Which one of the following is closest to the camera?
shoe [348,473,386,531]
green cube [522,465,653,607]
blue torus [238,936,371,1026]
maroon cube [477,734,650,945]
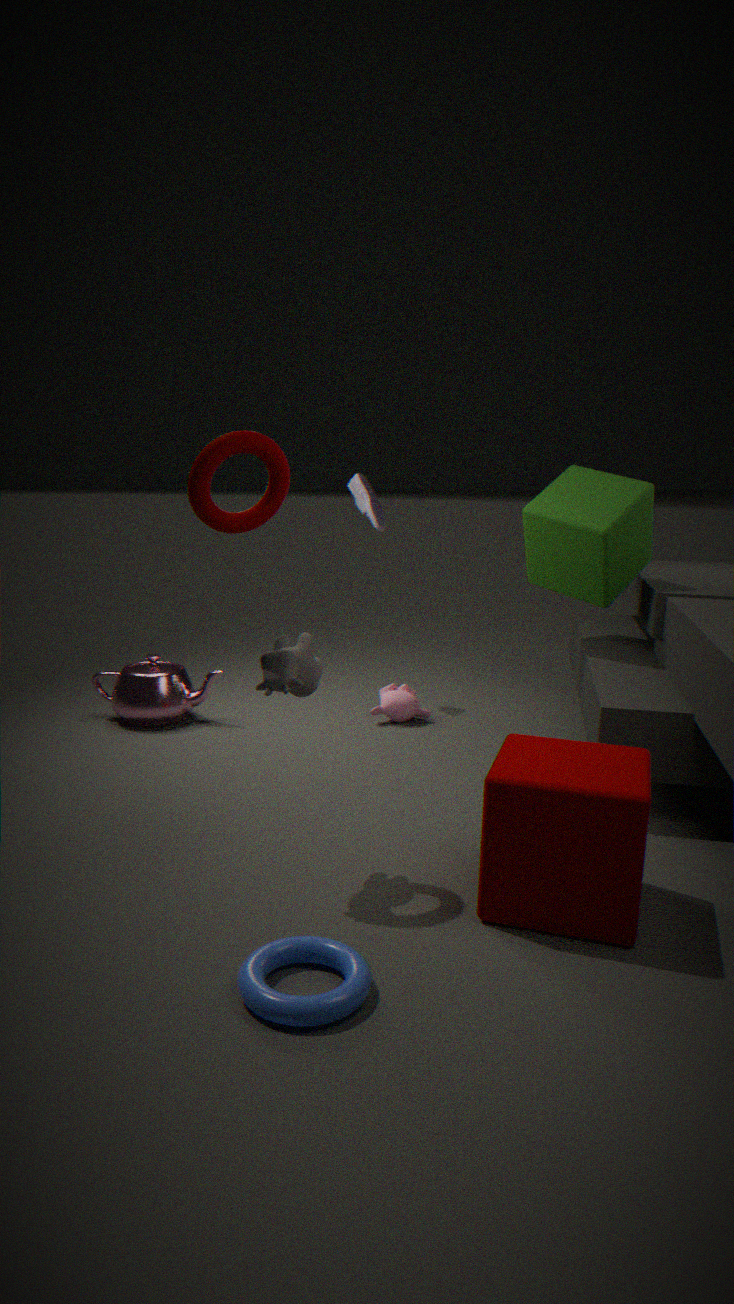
blue torus [238,936,371,1026]
